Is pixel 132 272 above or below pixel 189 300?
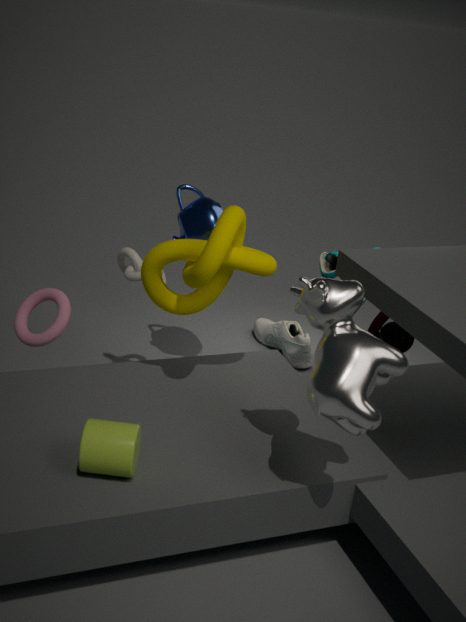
below
